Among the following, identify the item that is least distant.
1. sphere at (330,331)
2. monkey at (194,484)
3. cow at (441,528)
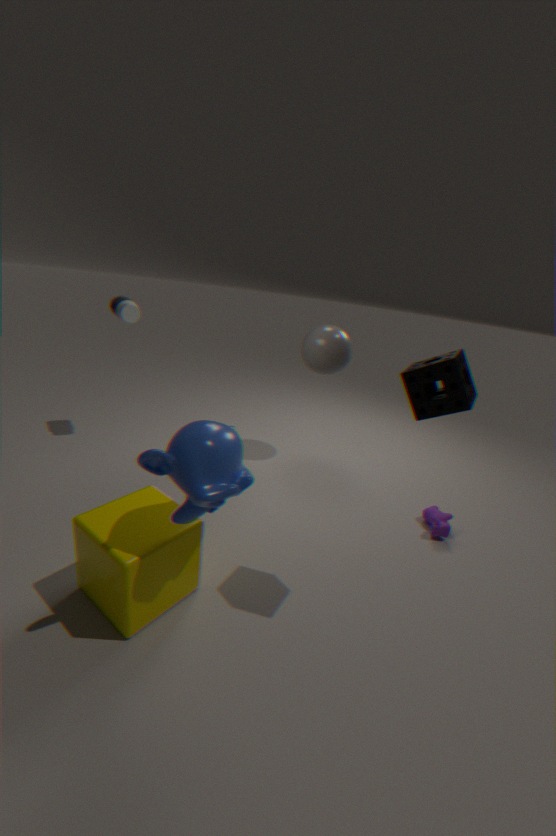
monkey at (194,484)
